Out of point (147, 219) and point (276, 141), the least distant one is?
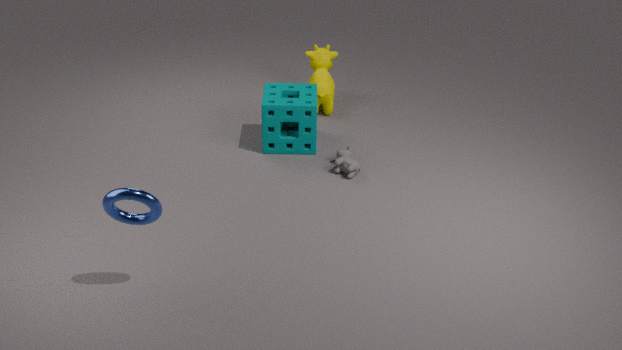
point (147, 219)
